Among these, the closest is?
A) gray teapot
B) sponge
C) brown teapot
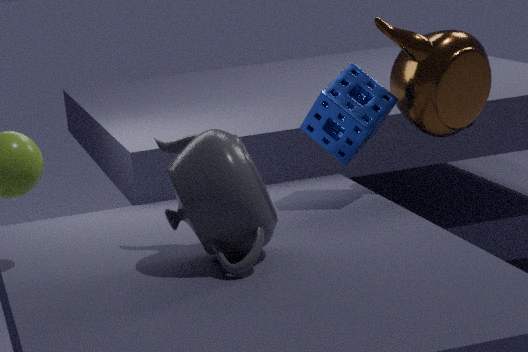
gray teapot
